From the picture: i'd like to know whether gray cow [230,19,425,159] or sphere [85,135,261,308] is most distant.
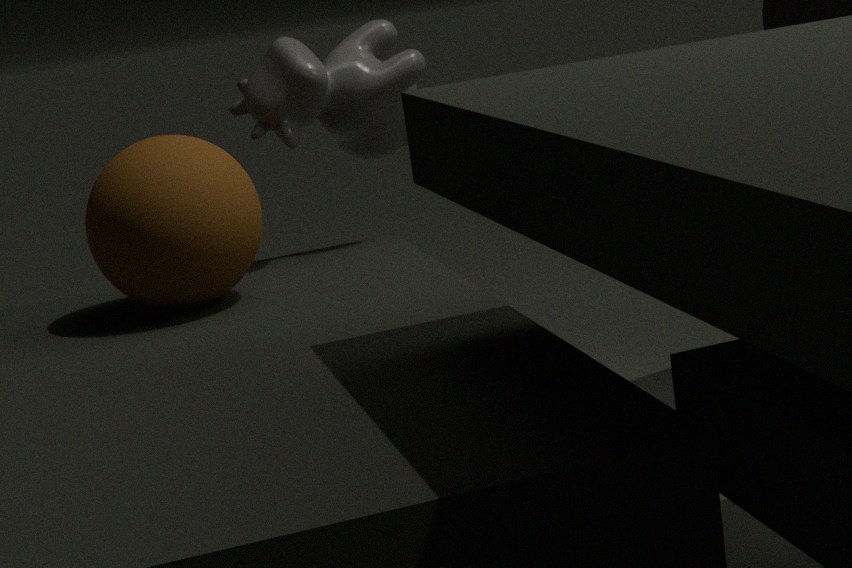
gray cow [230,19,425,159]
